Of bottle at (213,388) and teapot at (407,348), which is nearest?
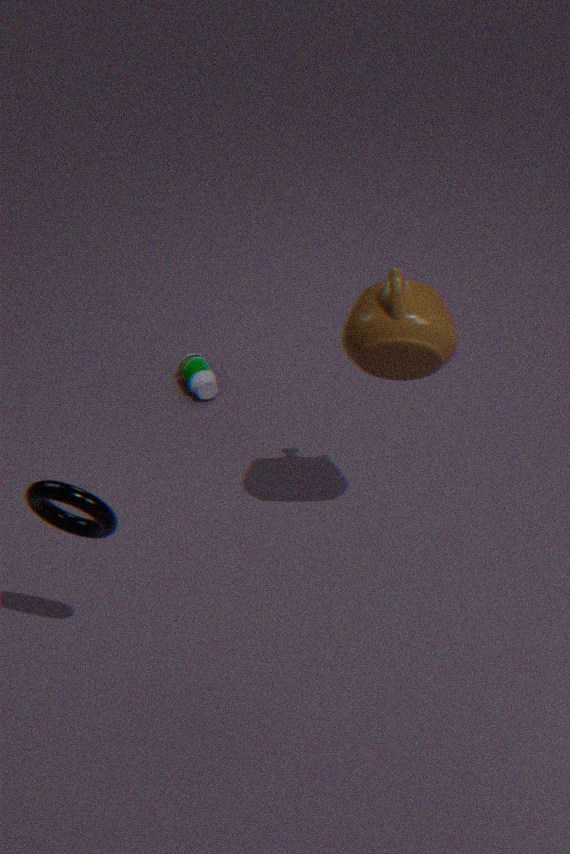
teapot at (407,348)
